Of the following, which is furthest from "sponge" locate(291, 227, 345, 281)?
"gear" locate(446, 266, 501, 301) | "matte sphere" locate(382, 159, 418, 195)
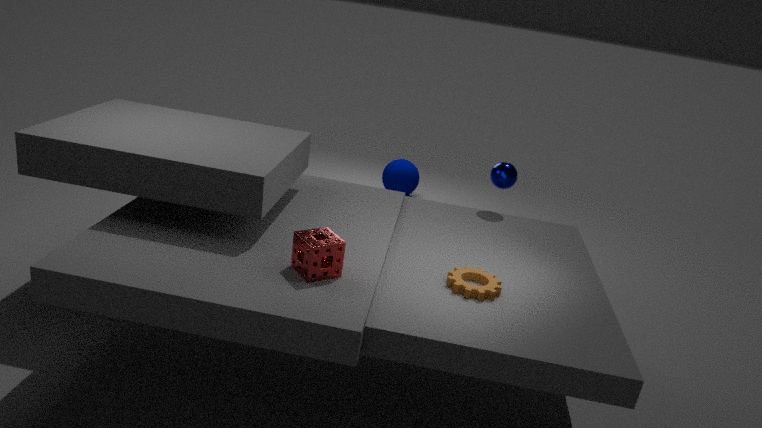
"matte sphere" locate(382, 159, 418, 195)
